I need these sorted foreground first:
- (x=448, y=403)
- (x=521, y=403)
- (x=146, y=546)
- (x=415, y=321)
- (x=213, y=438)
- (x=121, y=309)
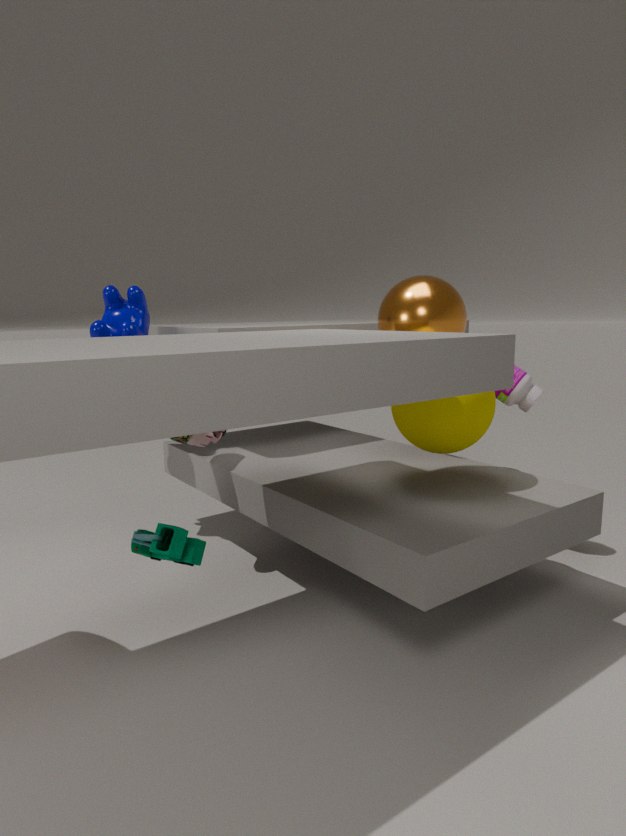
(x=146, y=546) → (x=448, y=403) → (x=415, y=321) → (x=521, y=403) → (x=213, y=438) → (x=121, y=309)
